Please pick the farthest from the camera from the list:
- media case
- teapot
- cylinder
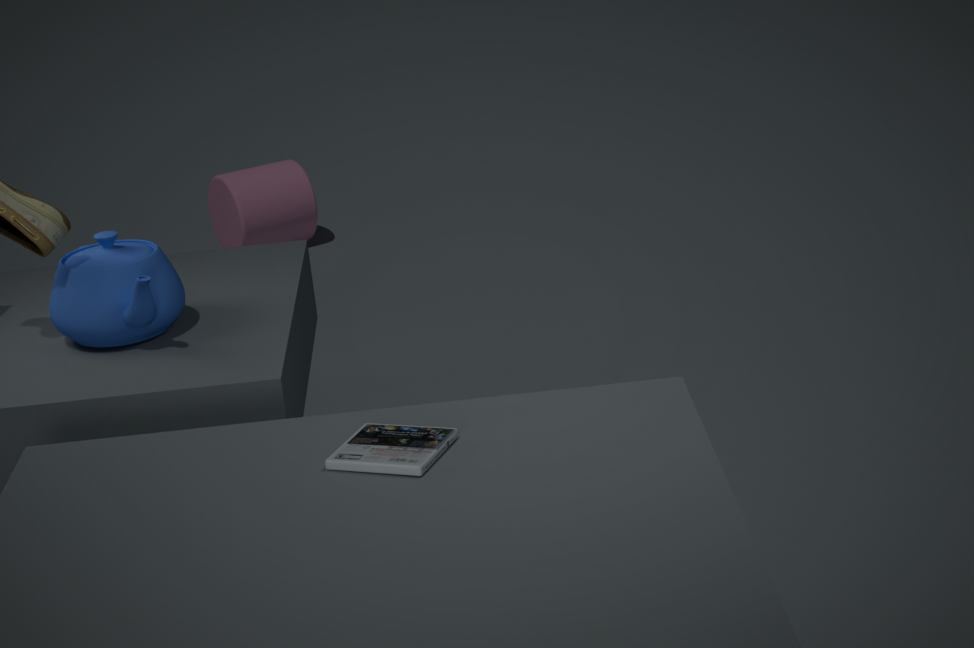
cylinder
